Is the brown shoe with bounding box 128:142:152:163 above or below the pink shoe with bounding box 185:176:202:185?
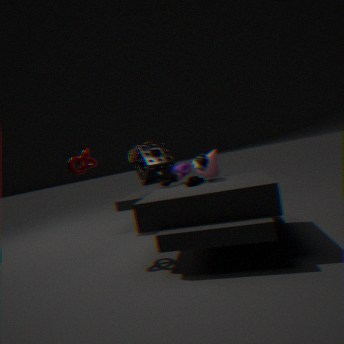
above
